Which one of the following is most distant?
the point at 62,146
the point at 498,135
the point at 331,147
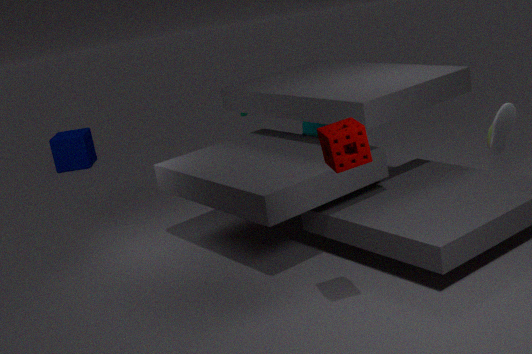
the point at 62,146
